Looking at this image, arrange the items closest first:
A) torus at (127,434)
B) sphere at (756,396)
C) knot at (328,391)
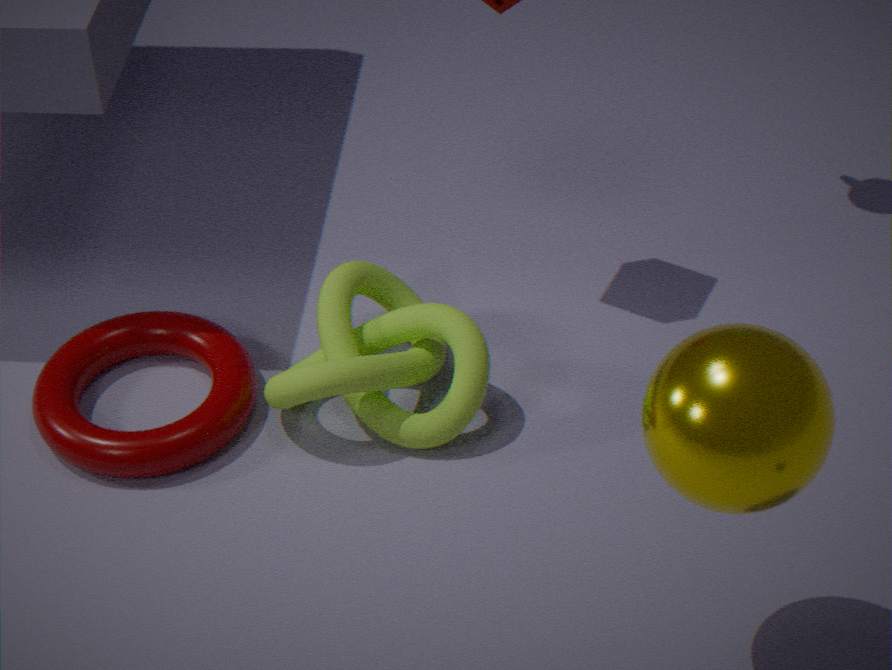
sphere at (756,396), knot at (328,391), torus at (127,434)
